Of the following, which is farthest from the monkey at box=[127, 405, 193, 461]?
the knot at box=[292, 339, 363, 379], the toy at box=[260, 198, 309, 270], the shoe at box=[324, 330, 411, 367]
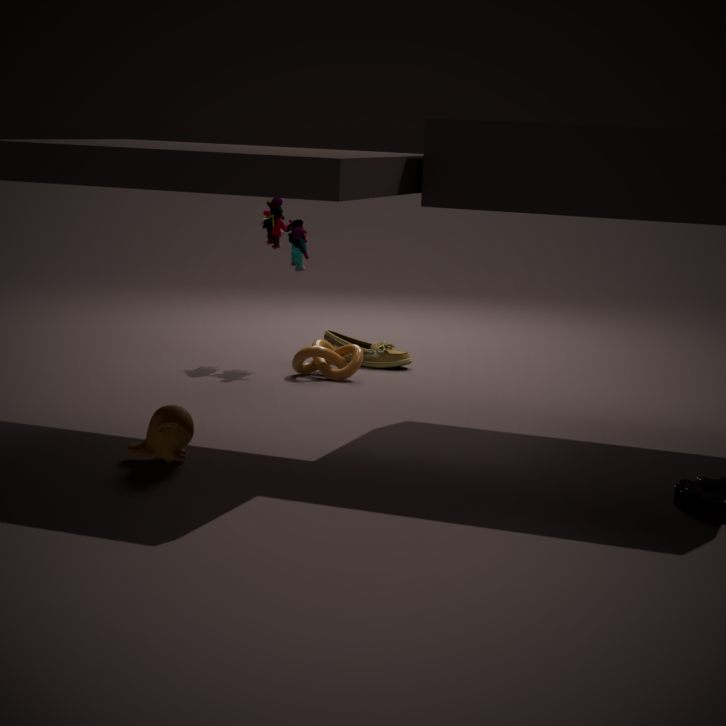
the shoe at box=[324, 330, 411, 367]
